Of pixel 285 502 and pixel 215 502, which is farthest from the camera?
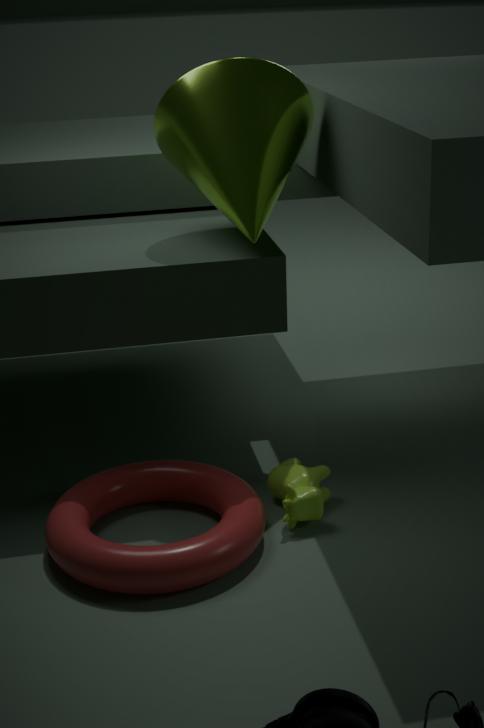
pixel 215 502
